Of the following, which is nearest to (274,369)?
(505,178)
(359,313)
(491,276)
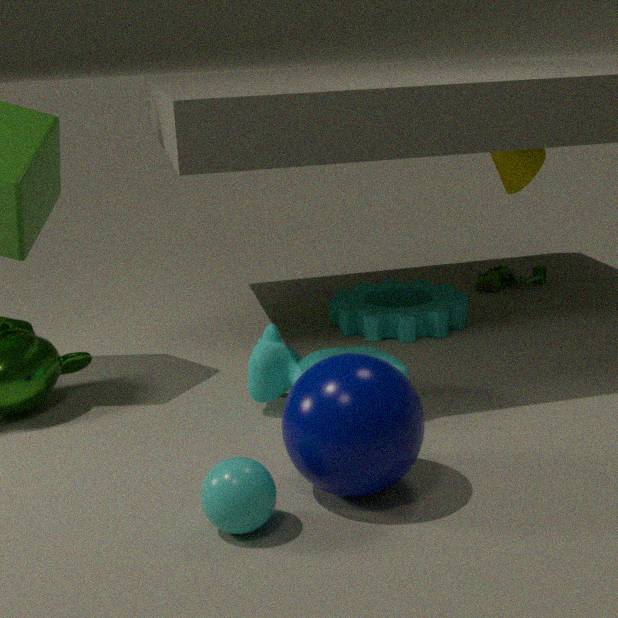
(359,313)
